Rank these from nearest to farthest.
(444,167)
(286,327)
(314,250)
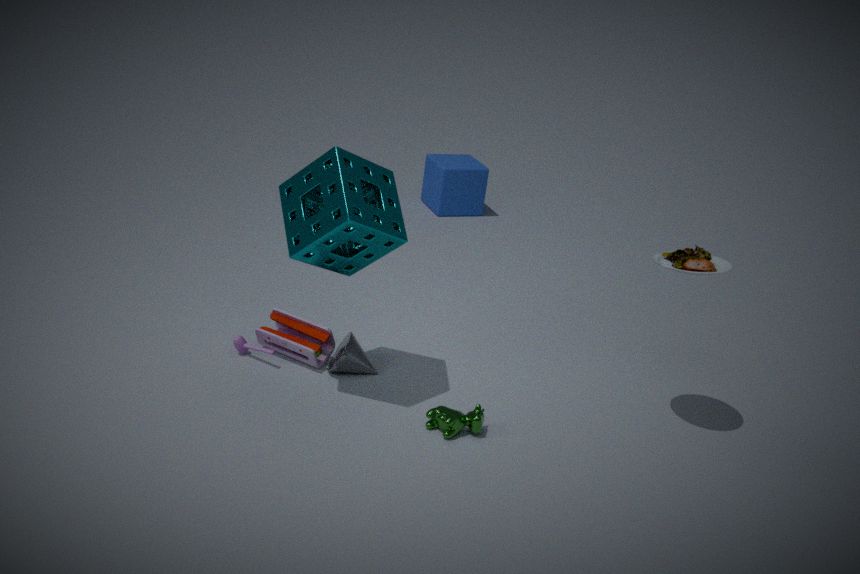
(314,250), (286,327), (444,167)
